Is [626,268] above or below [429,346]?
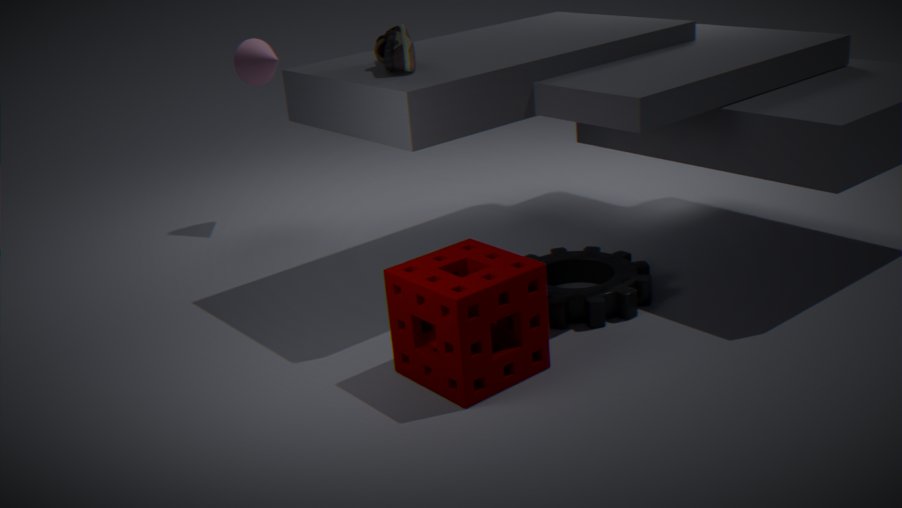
below
